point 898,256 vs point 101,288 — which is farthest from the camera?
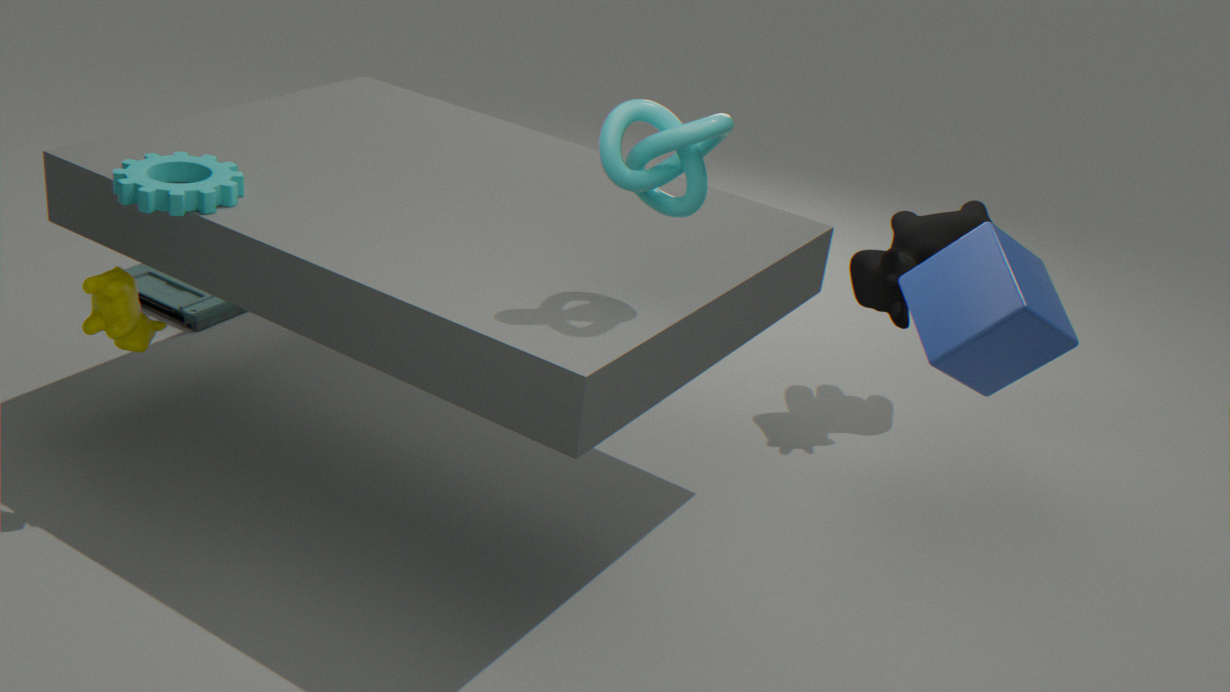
point 898,256
